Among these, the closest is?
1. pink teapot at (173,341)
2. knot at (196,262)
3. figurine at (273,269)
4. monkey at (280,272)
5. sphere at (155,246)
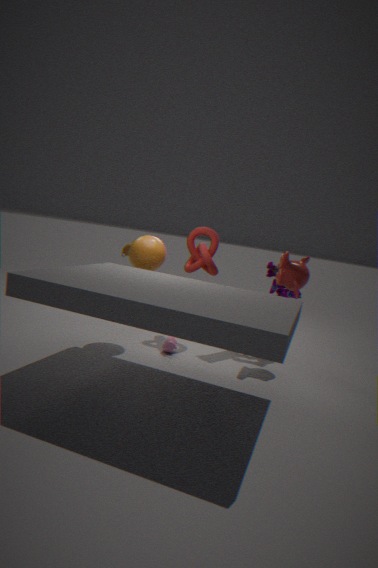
sphere at (155,246)
